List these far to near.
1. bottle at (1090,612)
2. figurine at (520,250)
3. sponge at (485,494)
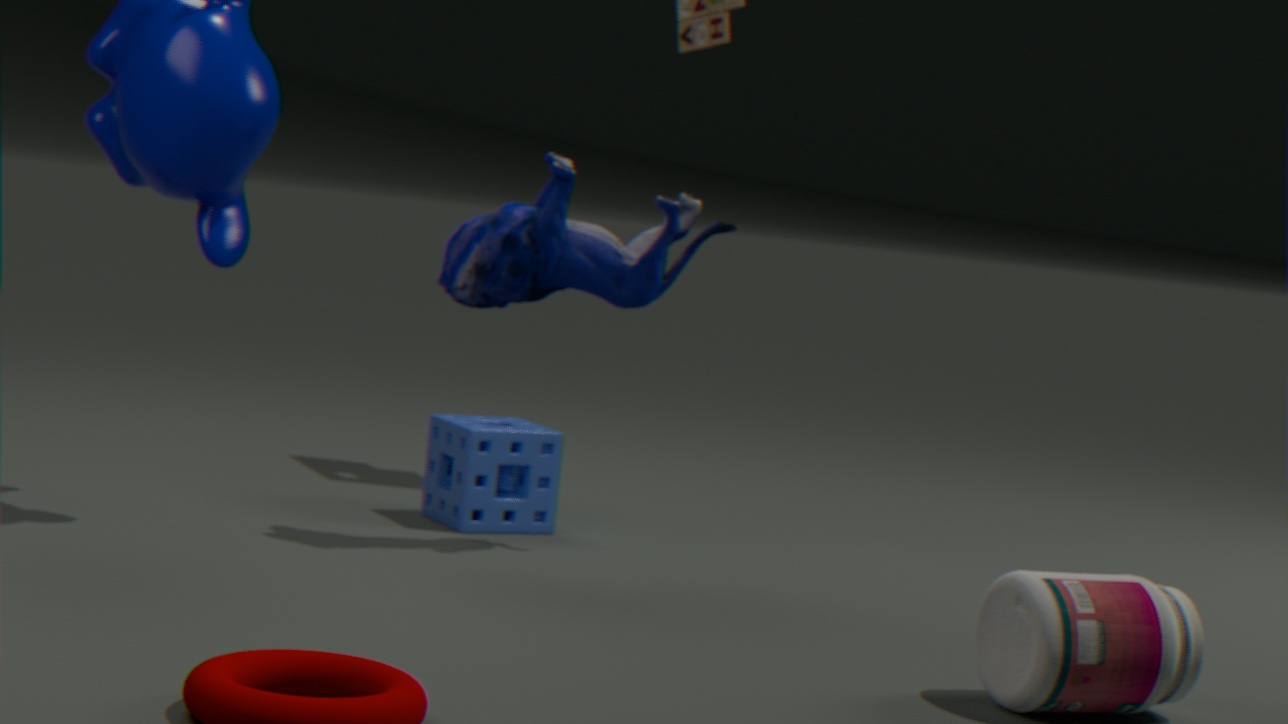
sponge at (485,494)
figurine at (520,250)
bottle at (1090,612)
